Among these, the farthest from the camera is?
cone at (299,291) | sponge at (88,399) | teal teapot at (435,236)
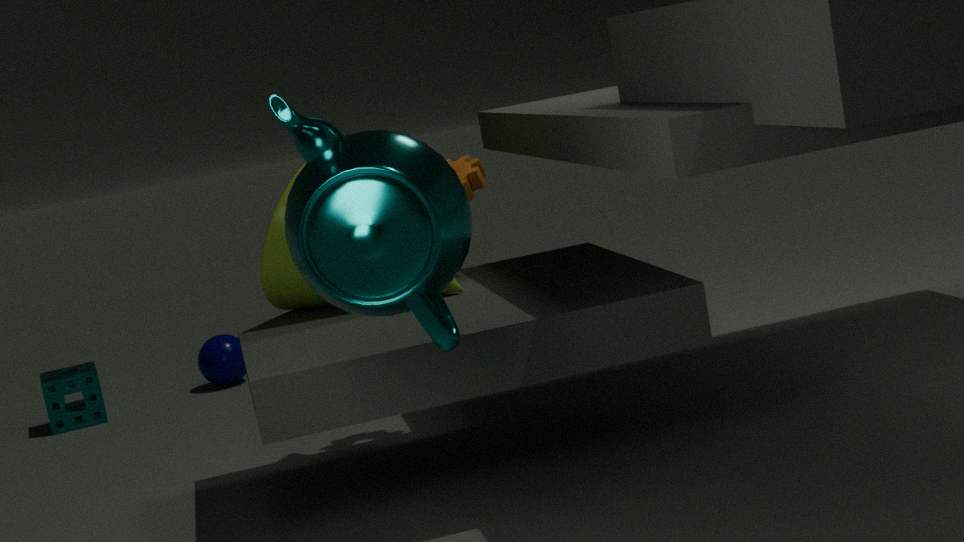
sponge at (88,399)
